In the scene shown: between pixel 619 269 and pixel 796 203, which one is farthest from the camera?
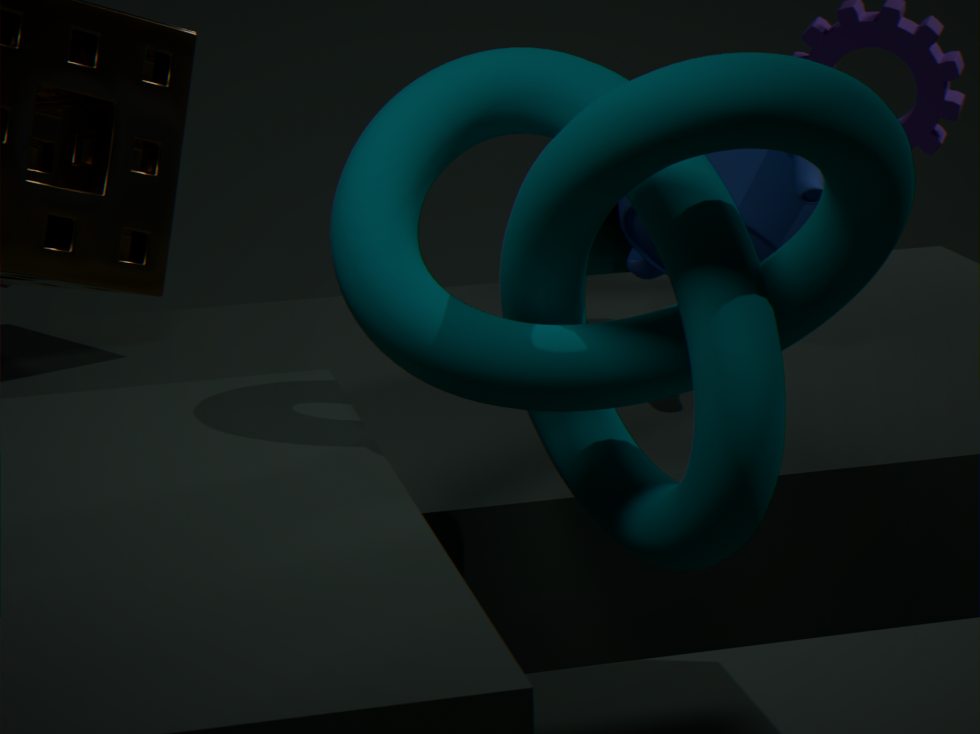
pixel 619 269
